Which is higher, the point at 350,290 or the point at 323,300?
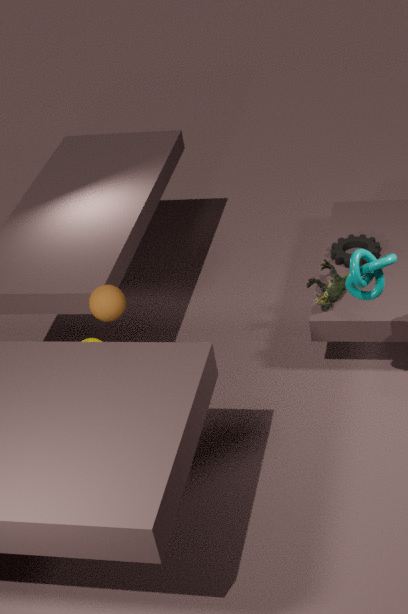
the point at 350,290
